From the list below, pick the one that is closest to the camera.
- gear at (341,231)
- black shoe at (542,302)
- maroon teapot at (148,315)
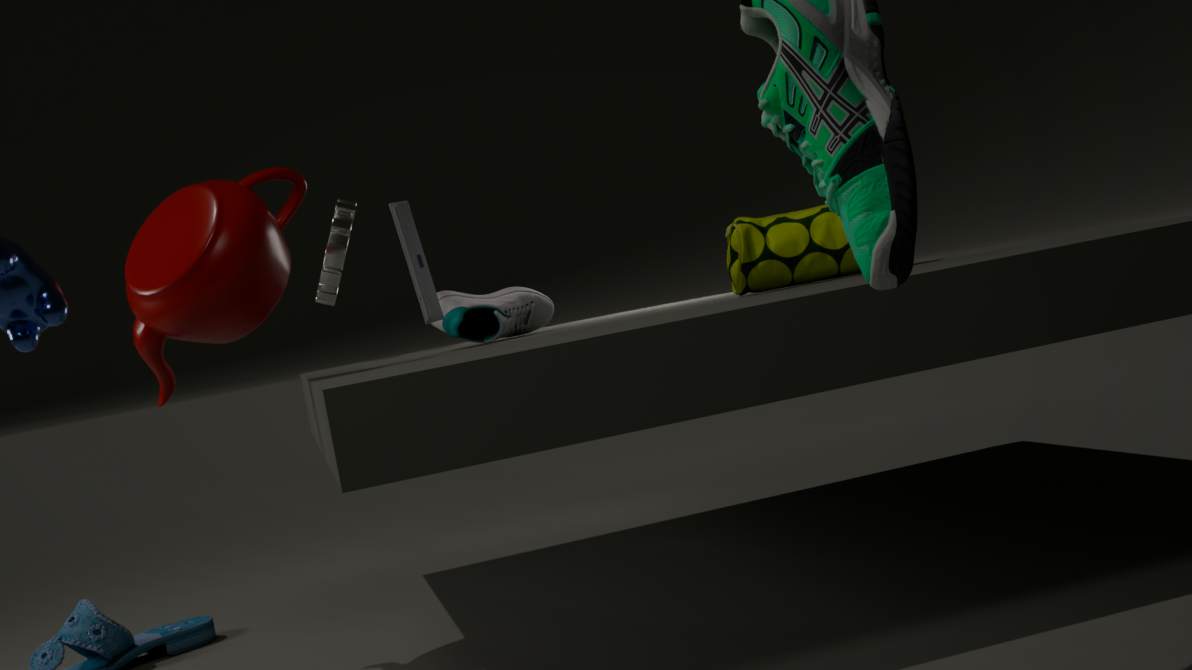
maroon teapot at (148,315)
